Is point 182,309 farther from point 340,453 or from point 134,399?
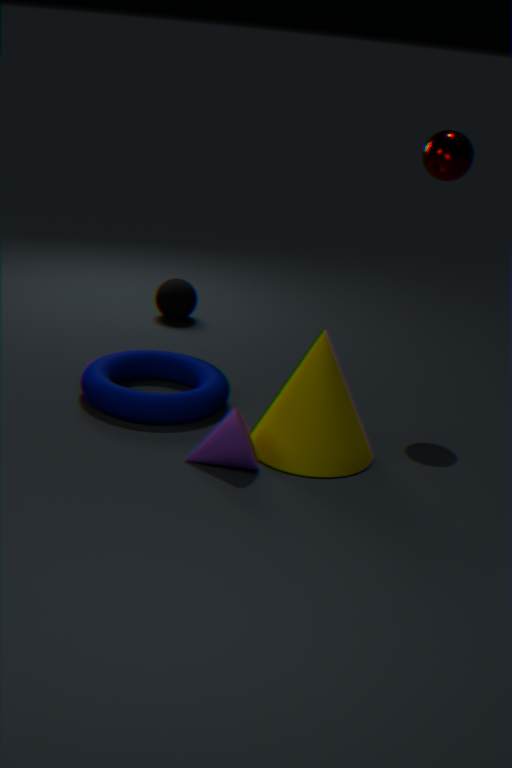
point 340,453
